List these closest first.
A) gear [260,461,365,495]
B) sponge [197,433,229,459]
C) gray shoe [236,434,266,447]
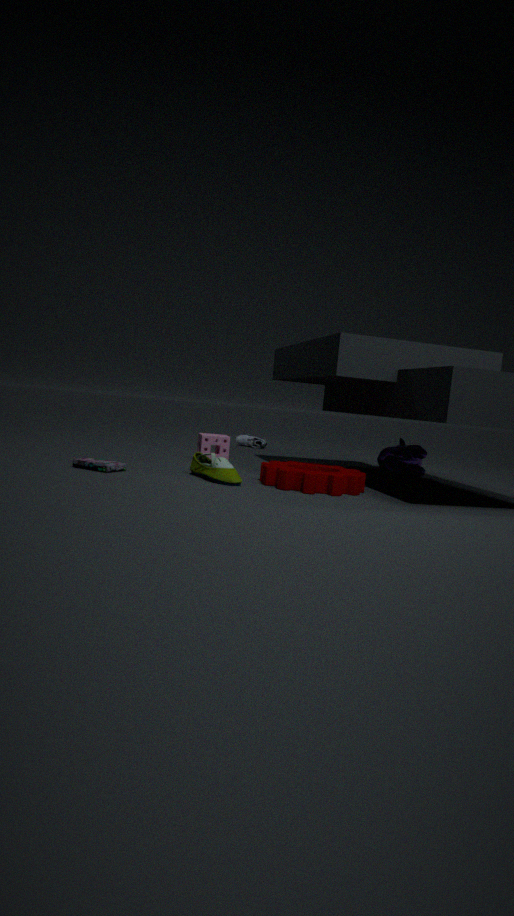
gear [260,461,365,495], sponge [197,433,229,459], gray shoe [236,434,266,447]
